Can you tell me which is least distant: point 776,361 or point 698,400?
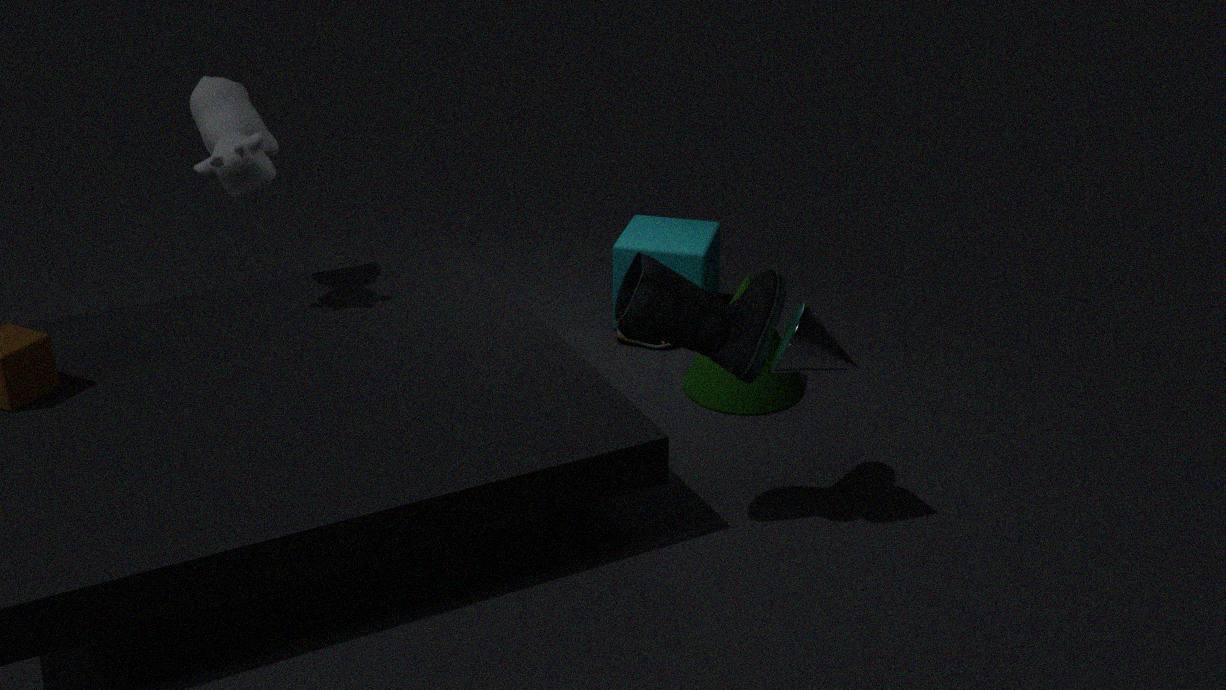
point 776,361
